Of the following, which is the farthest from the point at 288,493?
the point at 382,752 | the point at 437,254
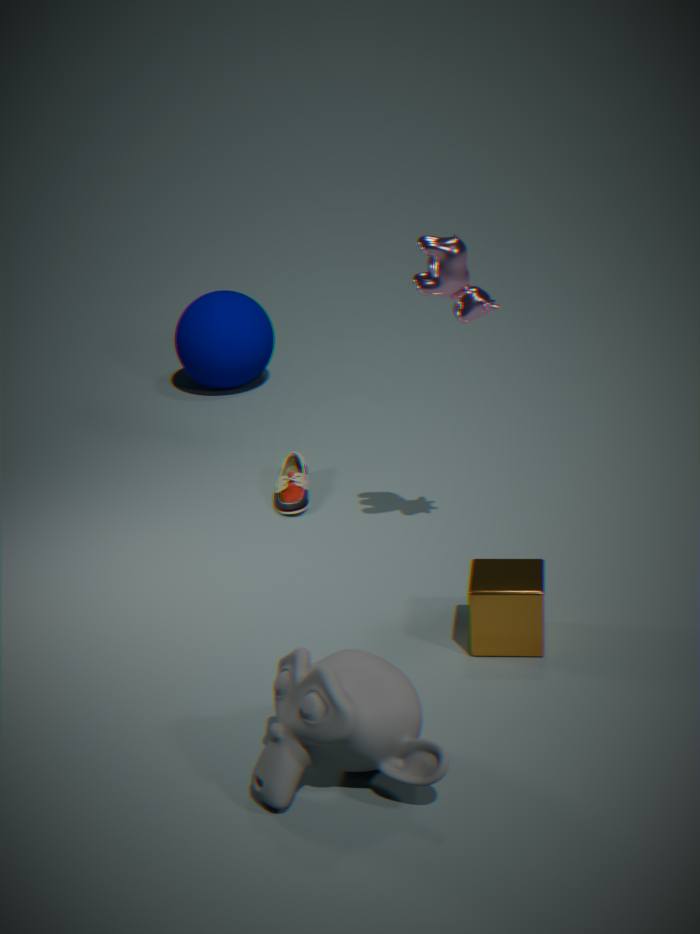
the point at 382,752
